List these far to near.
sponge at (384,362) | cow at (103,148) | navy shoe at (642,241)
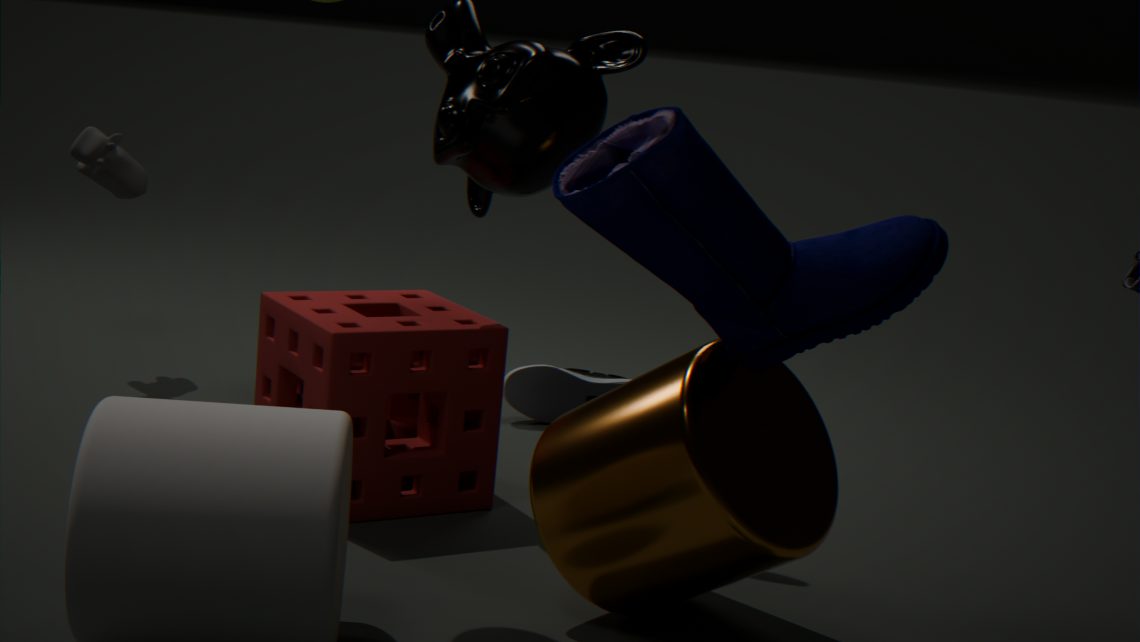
cow at (103,148), sponge at (384,362), navy shoe at (642,241)
